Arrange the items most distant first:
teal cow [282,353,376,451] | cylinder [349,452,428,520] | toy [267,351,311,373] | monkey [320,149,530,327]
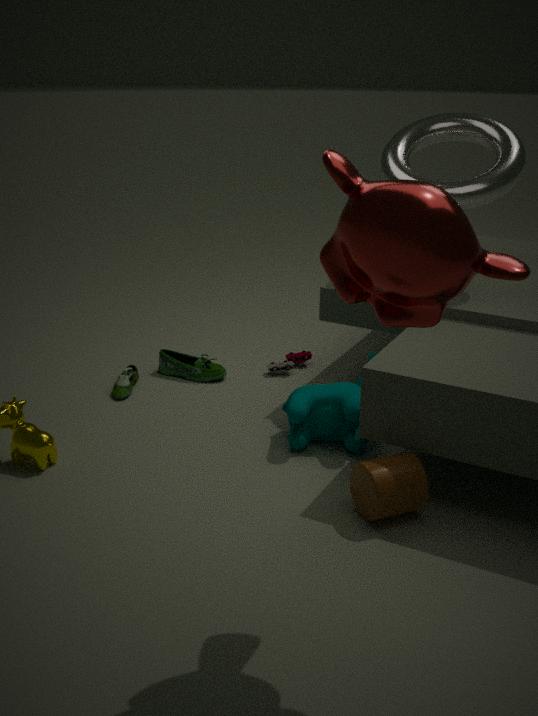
toy [267,351,311,373], teal cow [282,353,376,451], cylinder [349,452,428,520], monkey [320,149,530,327]
